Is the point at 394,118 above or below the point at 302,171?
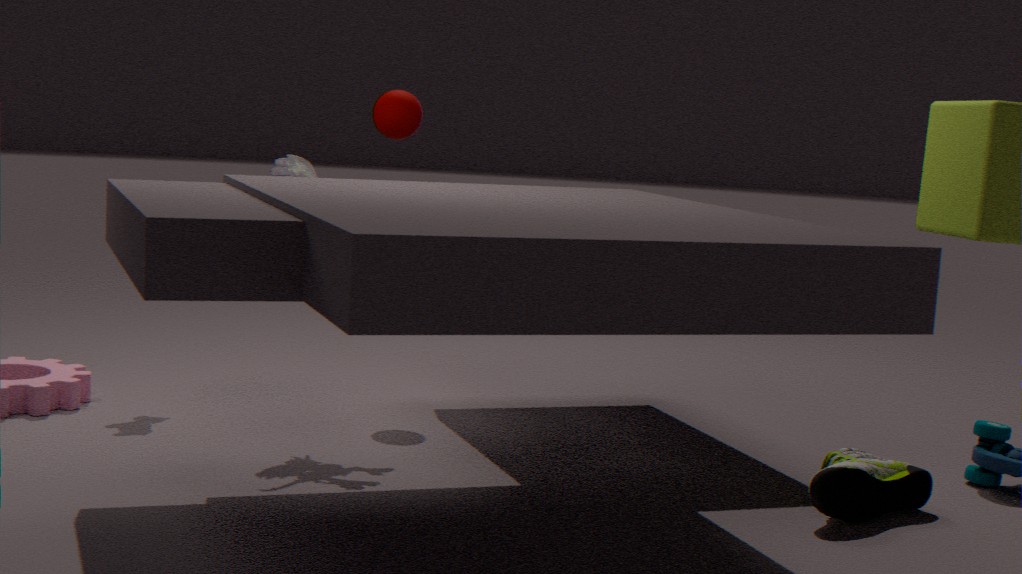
above
